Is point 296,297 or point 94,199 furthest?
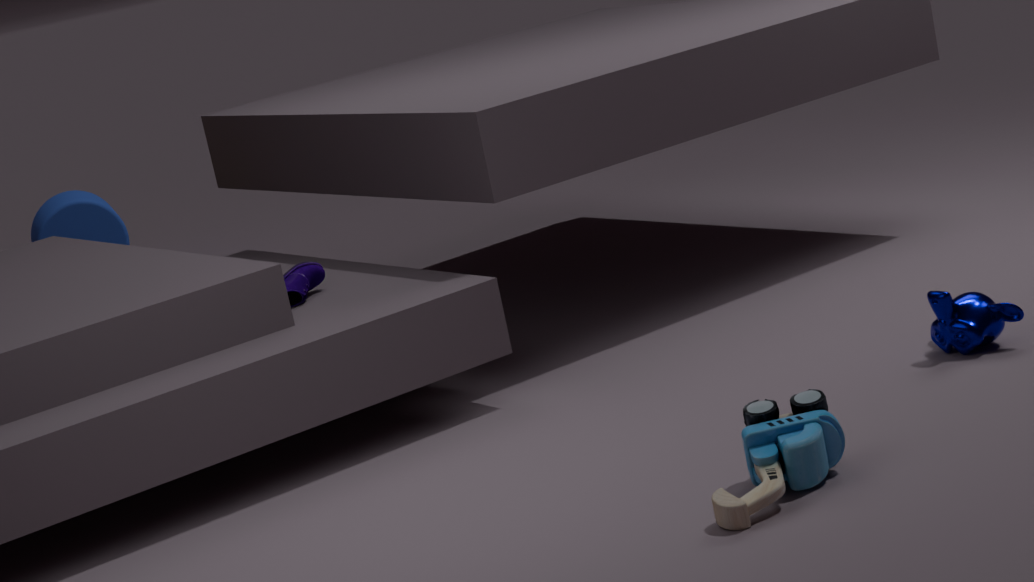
point 94,199
